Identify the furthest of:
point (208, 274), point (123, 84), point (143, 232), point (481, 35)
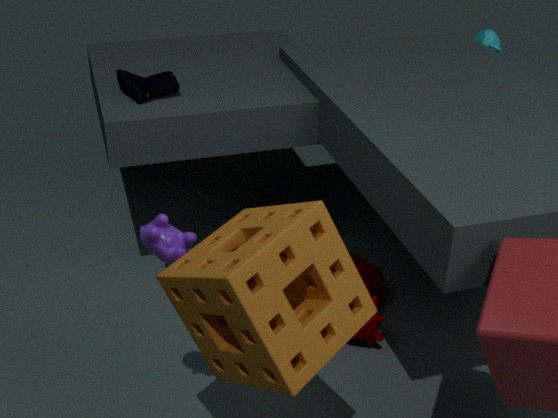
point (481, 35)
